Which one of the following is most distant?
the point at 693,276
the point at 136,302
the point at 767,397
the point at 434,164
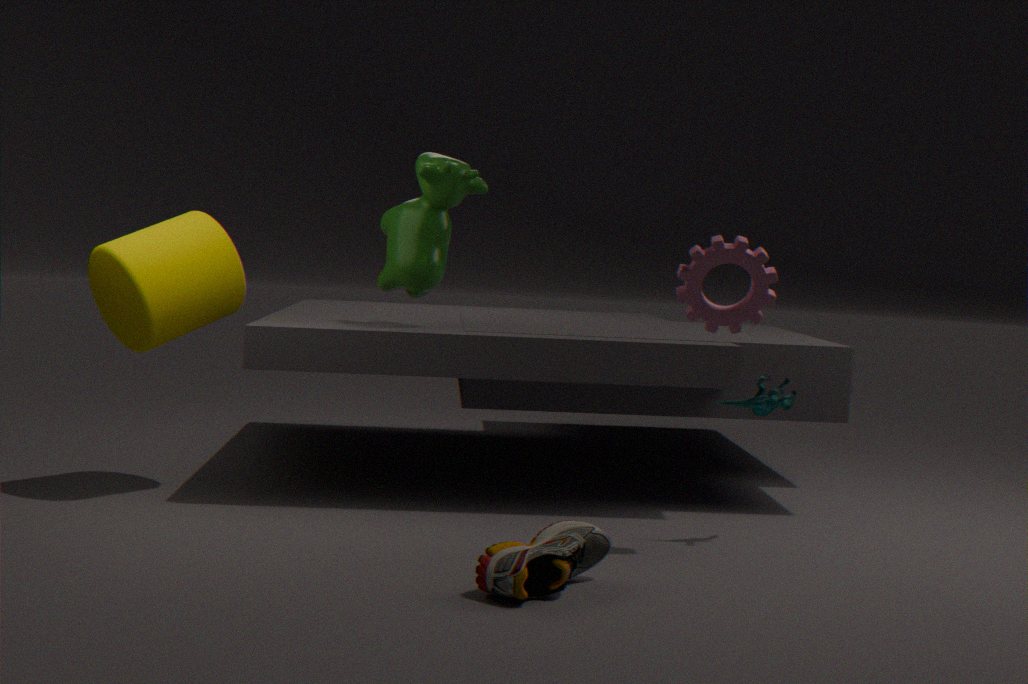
the point at 434,164
